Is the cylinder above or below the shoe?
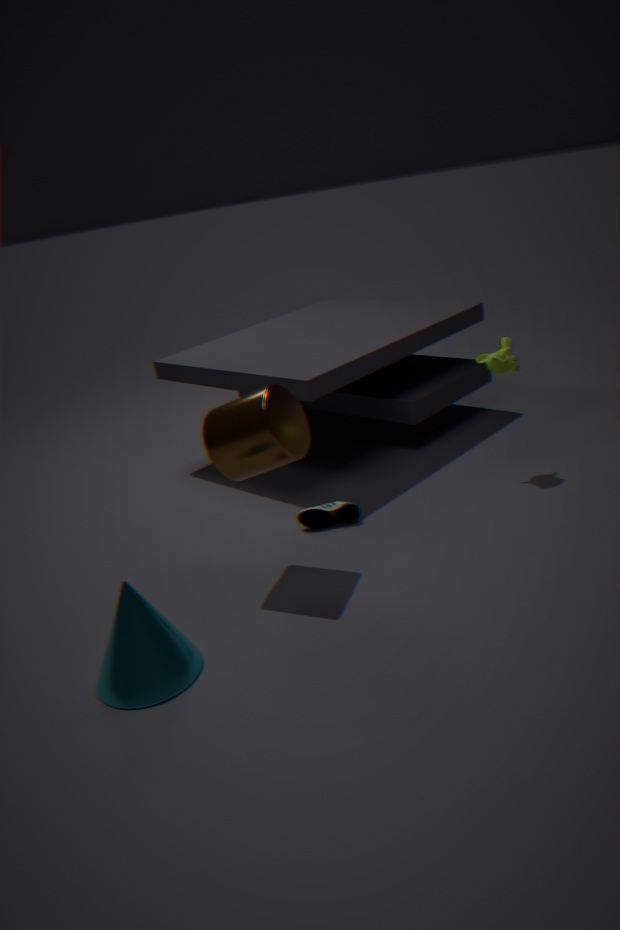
above
